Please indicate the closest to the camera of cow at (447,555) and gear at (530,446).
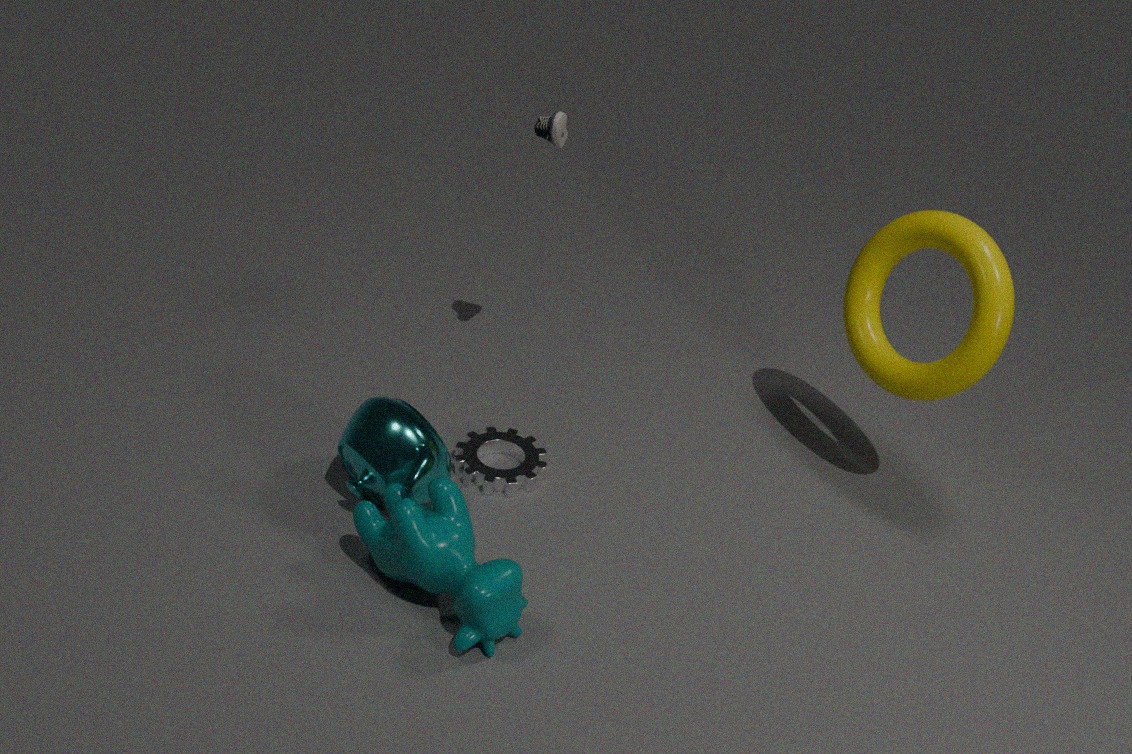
cow at (447,555)
